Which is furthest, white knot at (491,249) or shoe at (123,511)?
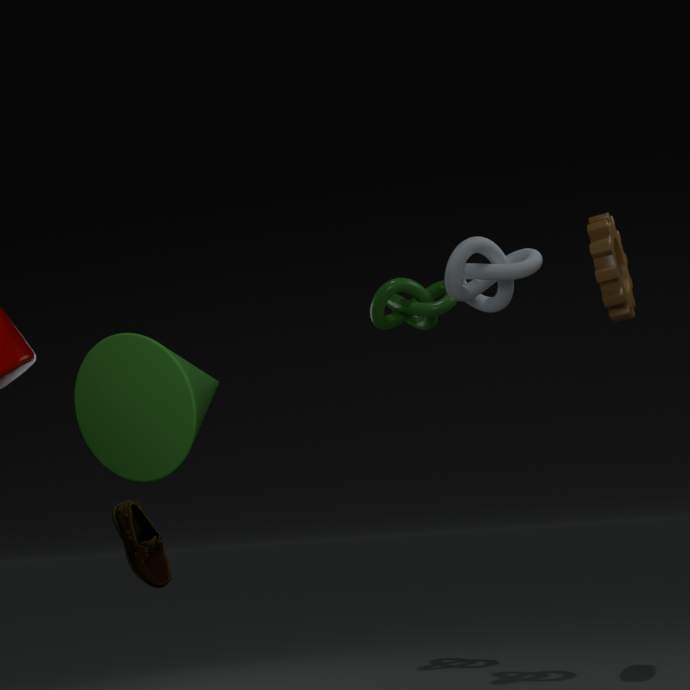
white knot at (491,249)
